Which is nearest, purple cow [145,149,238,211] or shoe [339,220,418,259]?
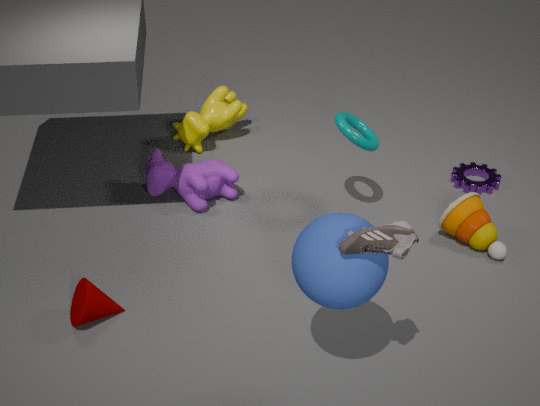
shoe [339,220,418,259]
